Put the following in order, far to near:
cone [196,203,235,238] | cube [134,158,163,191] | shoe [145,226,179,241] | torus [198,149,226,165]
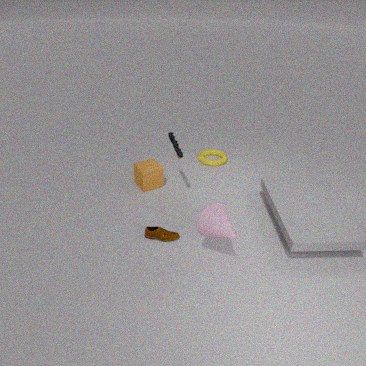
torus [198,149,226,165] < cube [134,158,163,191] < shoe [145,226,179,241] < cone [196,203,235,238]
